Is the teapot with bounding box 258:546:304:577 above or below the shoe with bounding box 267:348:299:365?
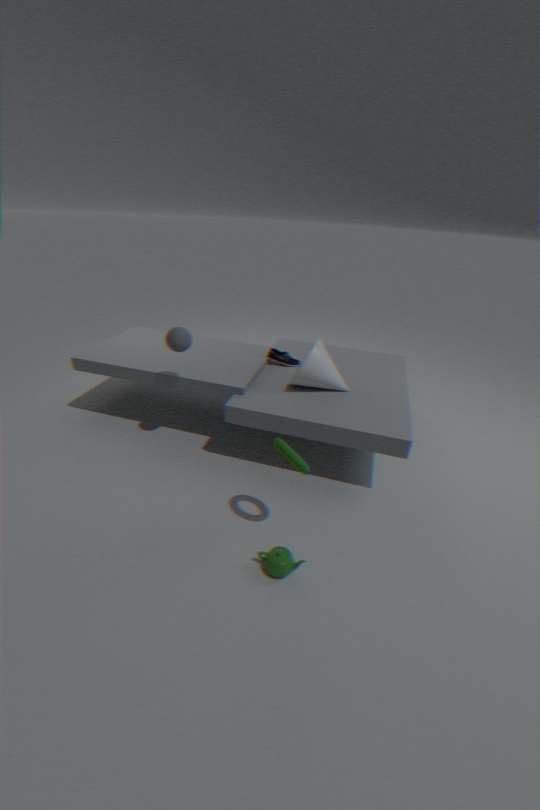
below
